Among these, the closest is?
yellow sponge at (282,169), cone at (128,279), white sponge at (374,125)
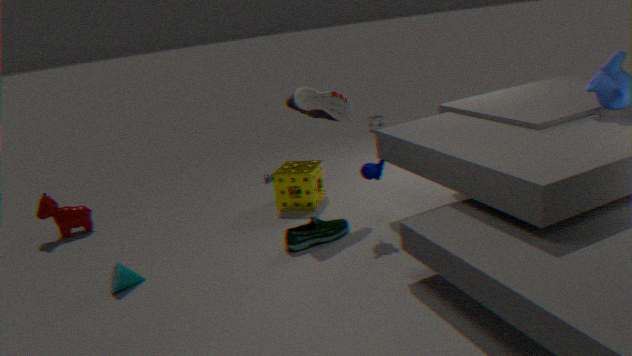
cone at (128,279)
